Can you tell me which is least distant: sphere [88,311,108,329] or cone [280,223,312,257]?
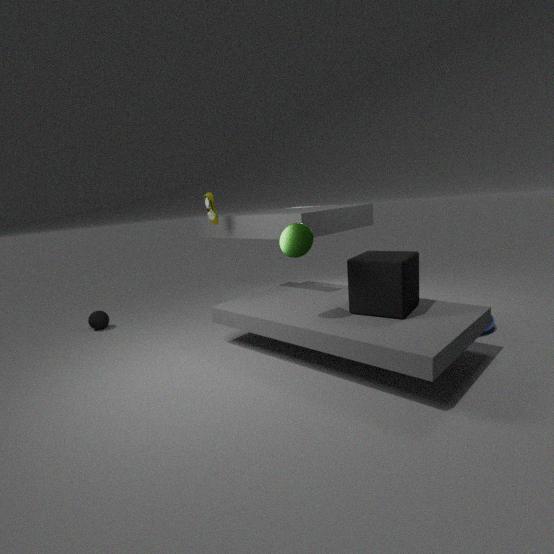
cone [280,223,312,257]
